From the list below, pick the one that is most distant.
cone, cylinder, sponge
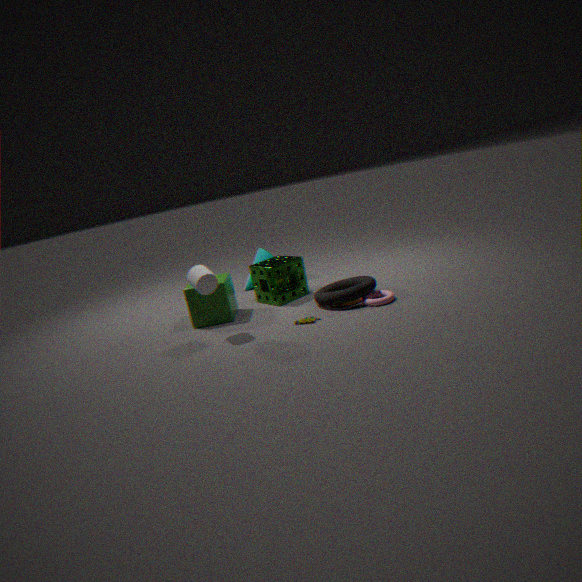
cone
